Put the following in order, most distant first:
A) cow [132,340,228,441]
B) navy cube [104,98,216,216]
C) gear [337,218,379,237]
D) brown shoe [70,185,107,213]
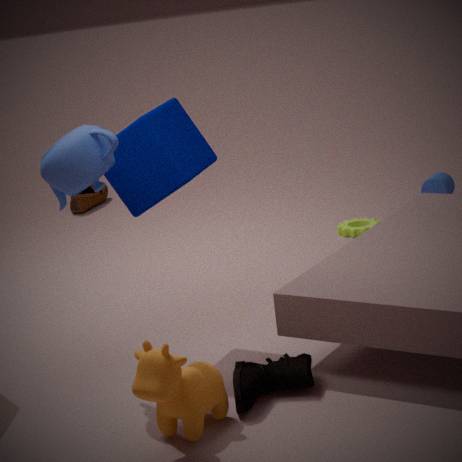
brown shoe [70,185,107,213] < gear [337,218,379,237] < navy cube [104,98,216,216] < cow [132,340,228,441]
